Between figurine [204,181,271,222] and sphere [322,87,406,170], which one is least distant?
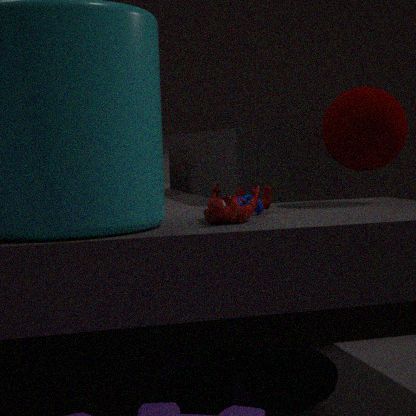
figurine [204,181,271,222]
